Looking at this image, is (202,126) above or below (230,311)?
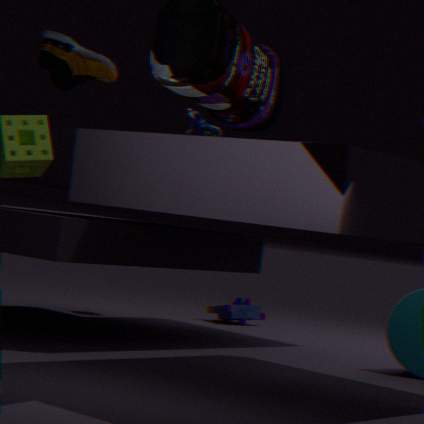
above
